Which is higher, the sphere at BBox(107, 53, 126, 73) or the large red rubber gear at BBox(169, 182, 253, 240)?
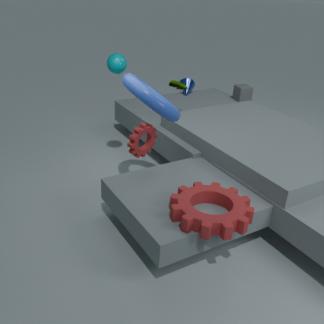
the sphere at BBox(107, 53, 126, 73)
